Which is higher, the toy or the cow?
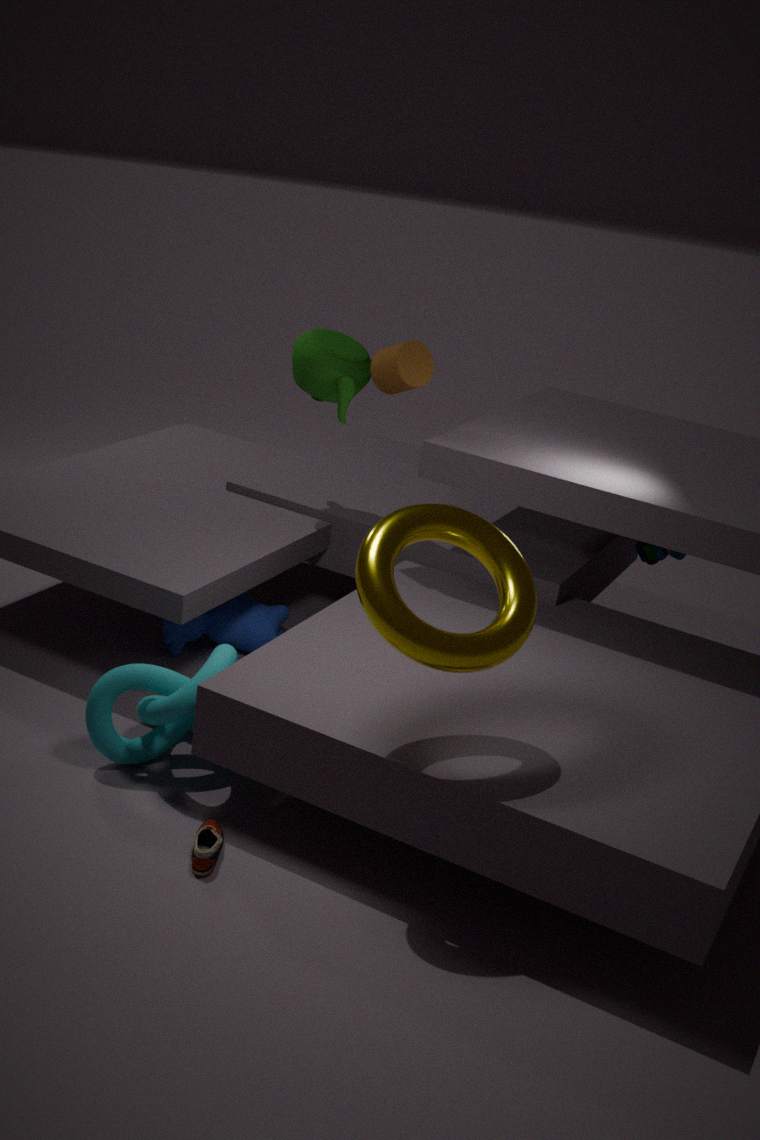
the toy
